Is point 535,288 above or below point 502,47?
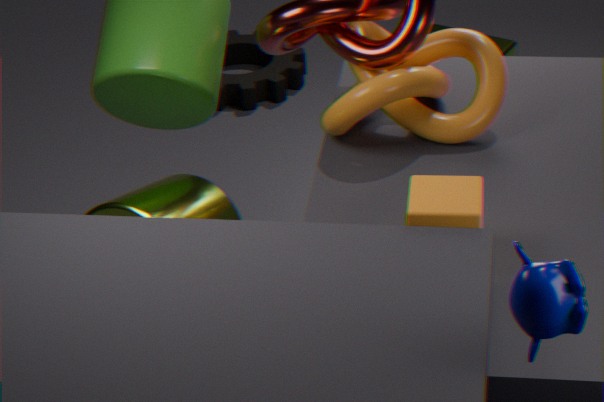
above
